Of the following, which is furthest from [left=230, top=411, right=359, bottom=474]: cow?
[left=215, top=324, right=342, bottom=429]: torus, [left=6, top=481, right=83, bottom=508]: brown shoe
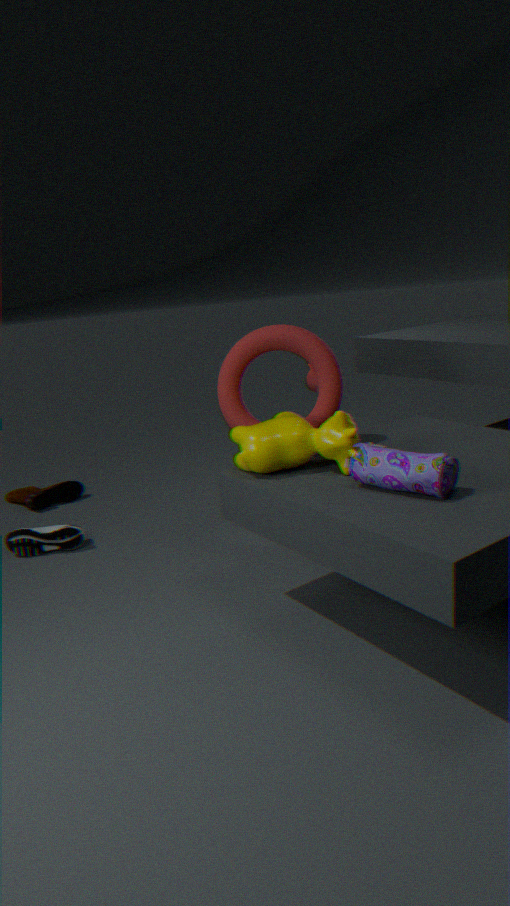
[left=6, top=481, right=83, bottom=508]: brown shoe
